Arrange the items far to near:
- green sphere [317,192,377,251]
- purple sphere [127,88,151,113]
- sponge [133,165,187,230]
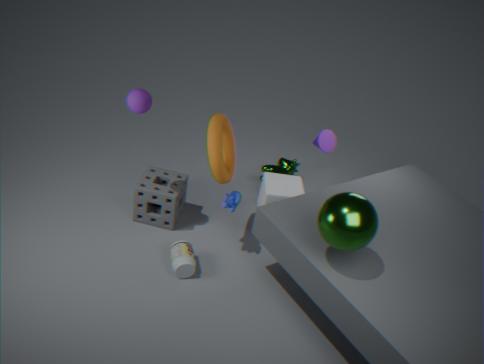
1. sponge [133,165,187,230]
2. purple sphere [127,88,151,113]
3. green sphere [317,192,377,251]
